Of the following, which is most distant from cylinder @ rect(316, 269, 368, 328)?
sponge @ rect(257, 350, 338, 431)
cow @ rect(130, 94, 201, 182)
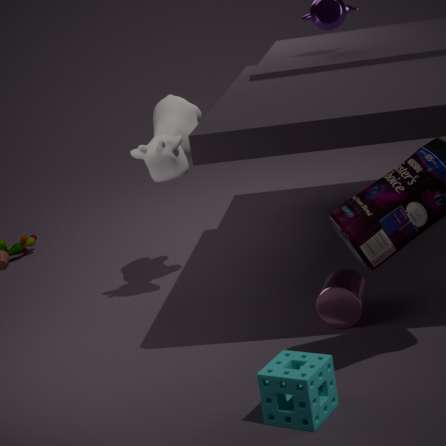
cow @ rect(130, 94, 201, 182)
